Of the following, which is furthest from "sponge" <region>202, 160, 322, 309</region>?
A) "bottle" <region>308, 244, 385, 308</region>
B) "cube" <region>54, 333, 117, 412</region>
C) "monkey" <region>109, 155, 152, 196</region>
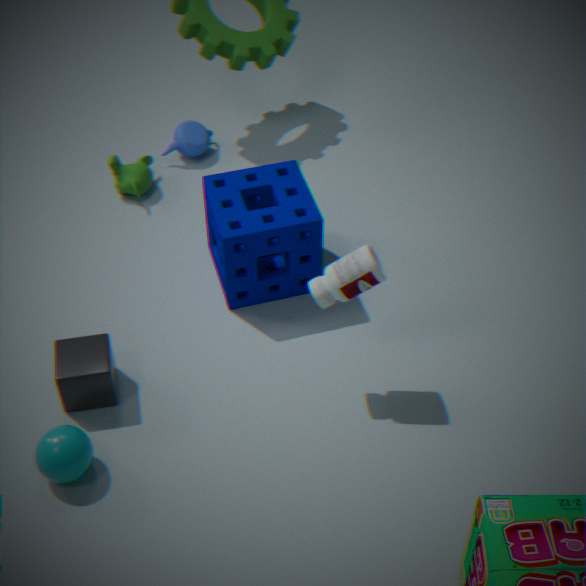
"cube" <region>54, 333, 117, 412</region>
